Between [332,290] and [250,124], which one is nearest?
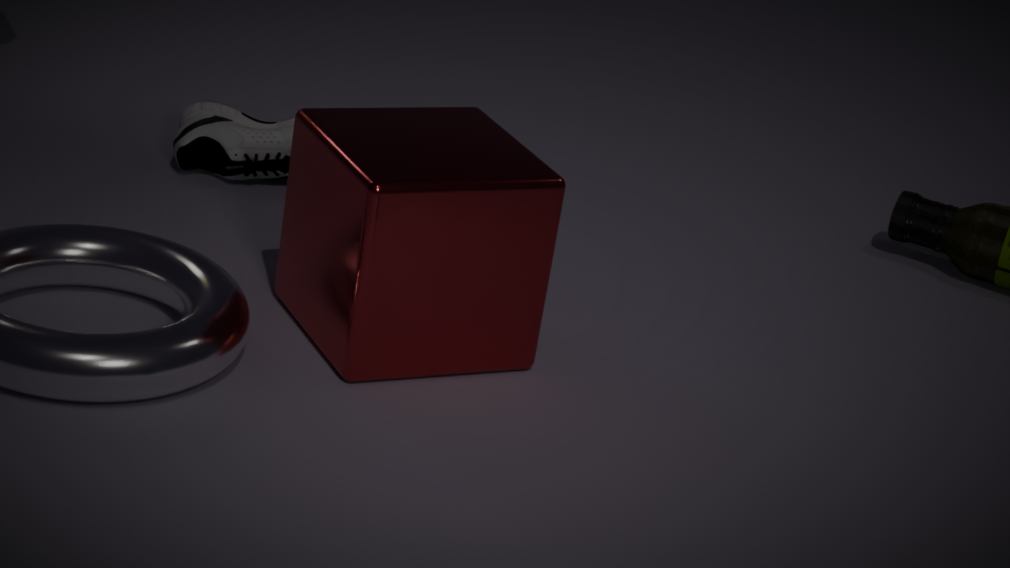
[332,290]
